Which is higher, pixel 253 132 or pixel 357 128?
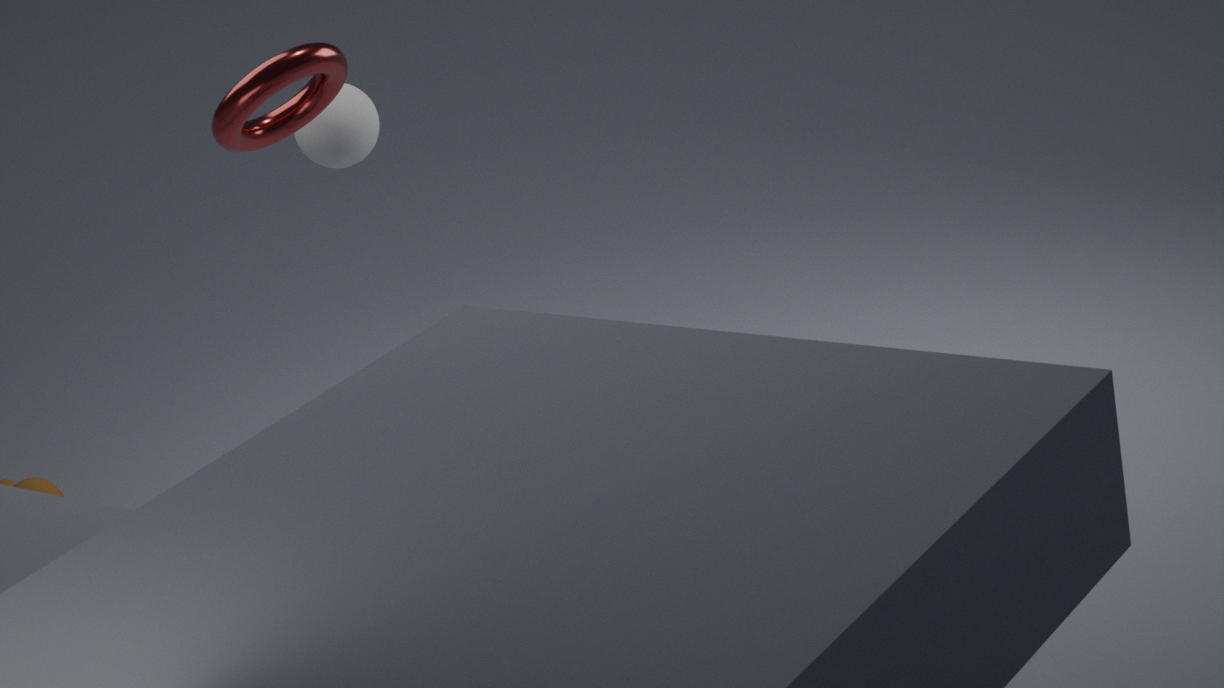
pixel 253 132
